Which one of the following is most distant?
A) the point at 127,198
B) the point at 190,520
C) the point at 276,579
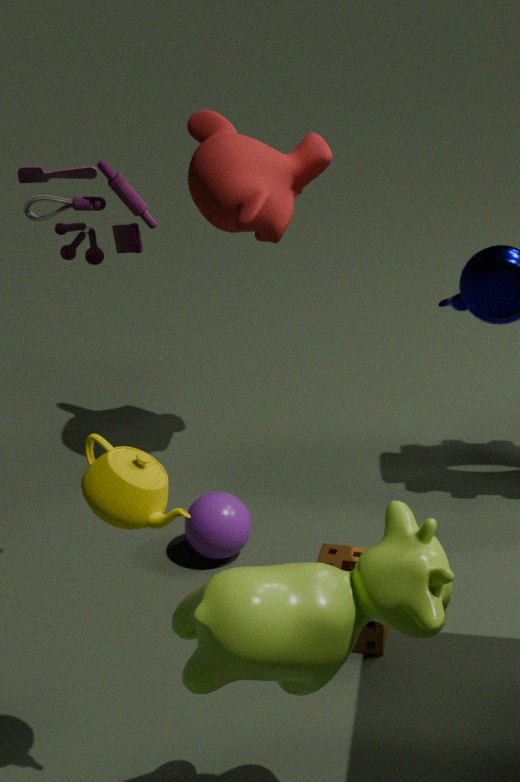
the point at 190,520
